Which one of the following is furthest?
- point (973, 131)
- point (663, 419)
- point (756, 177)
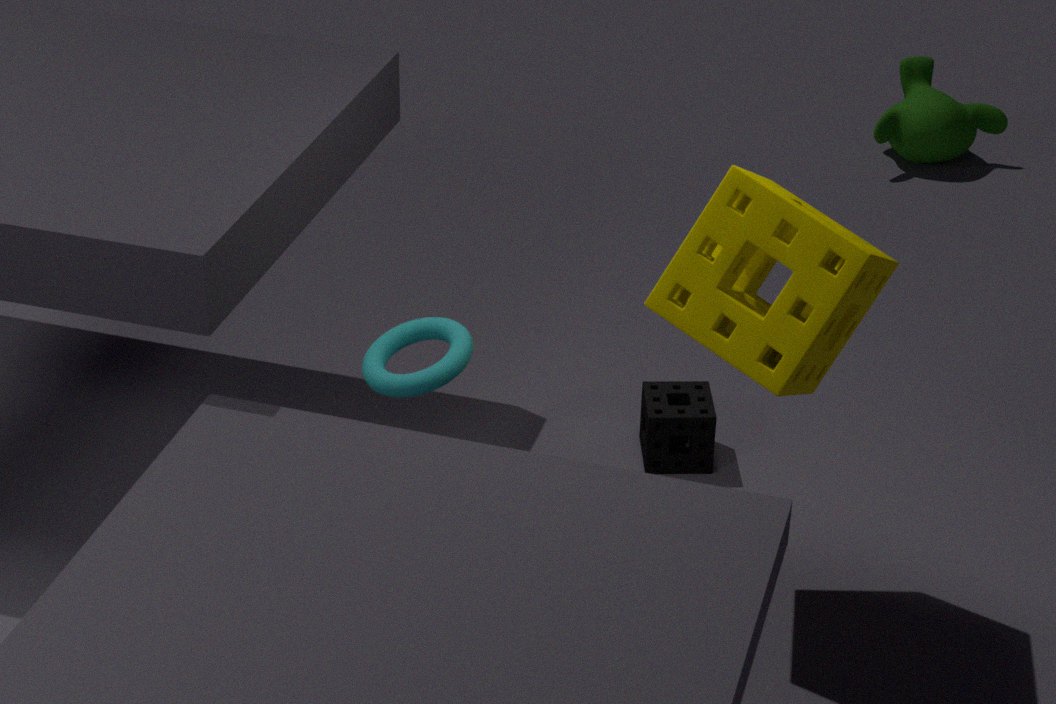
point (973, 131)
